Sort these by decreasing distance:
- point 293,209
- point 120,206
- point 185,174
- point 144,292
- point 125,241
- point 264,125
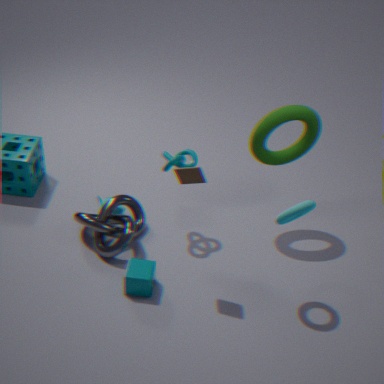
point 120,206 → point 125,241 → point 264,125 → point 144,292 → point 185,174 → point 293,209
